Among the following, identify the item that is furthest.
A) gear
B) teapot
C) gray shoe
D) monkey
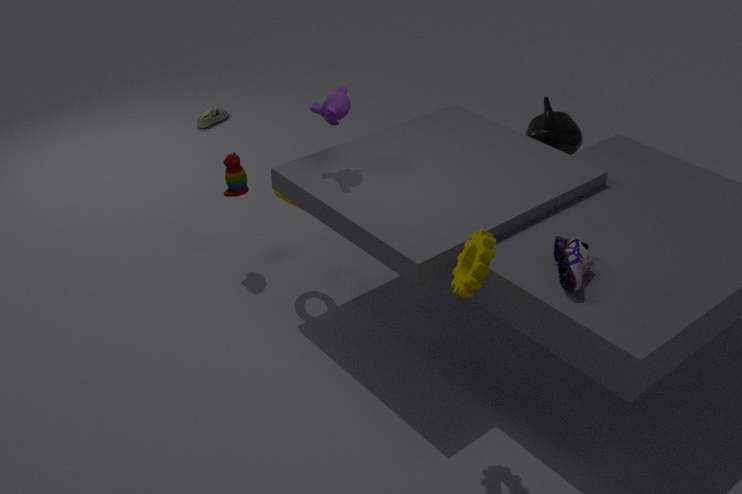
gray shoe
